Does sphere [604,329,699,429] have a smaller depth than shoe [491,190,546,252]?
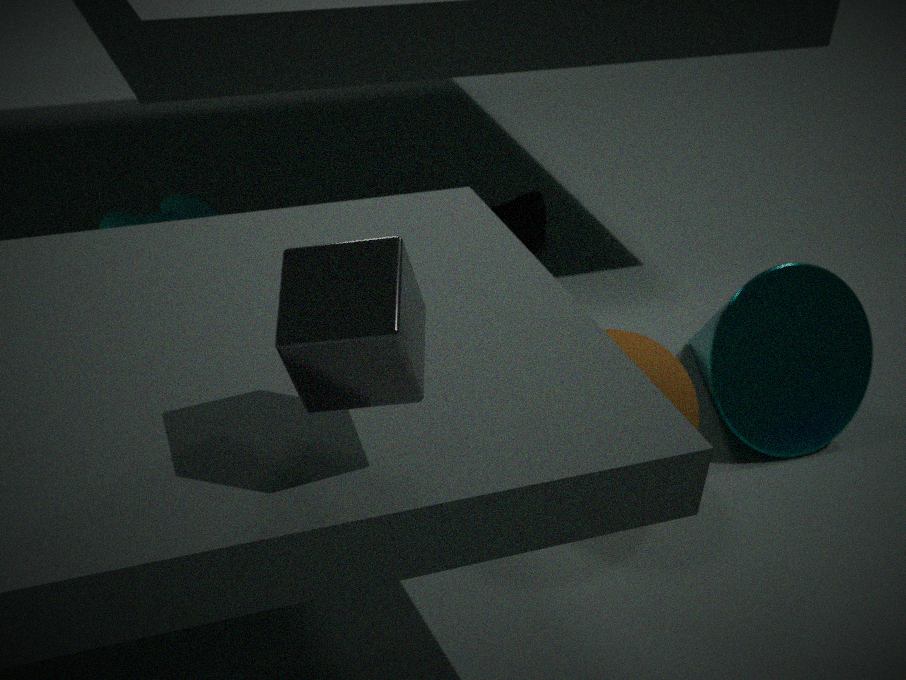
Yes
